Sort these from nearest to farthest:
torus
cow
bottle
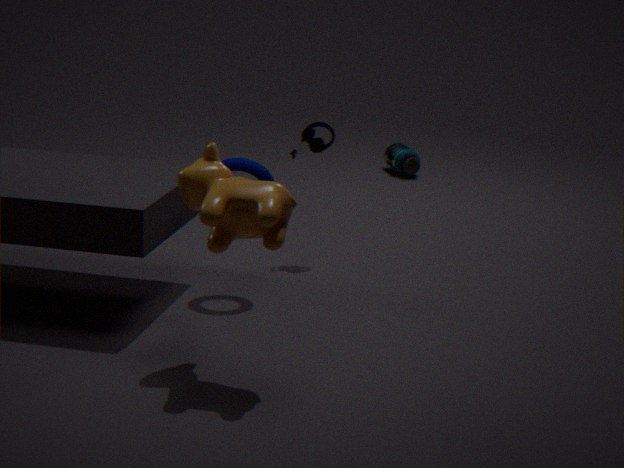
cow, torus, bottle
